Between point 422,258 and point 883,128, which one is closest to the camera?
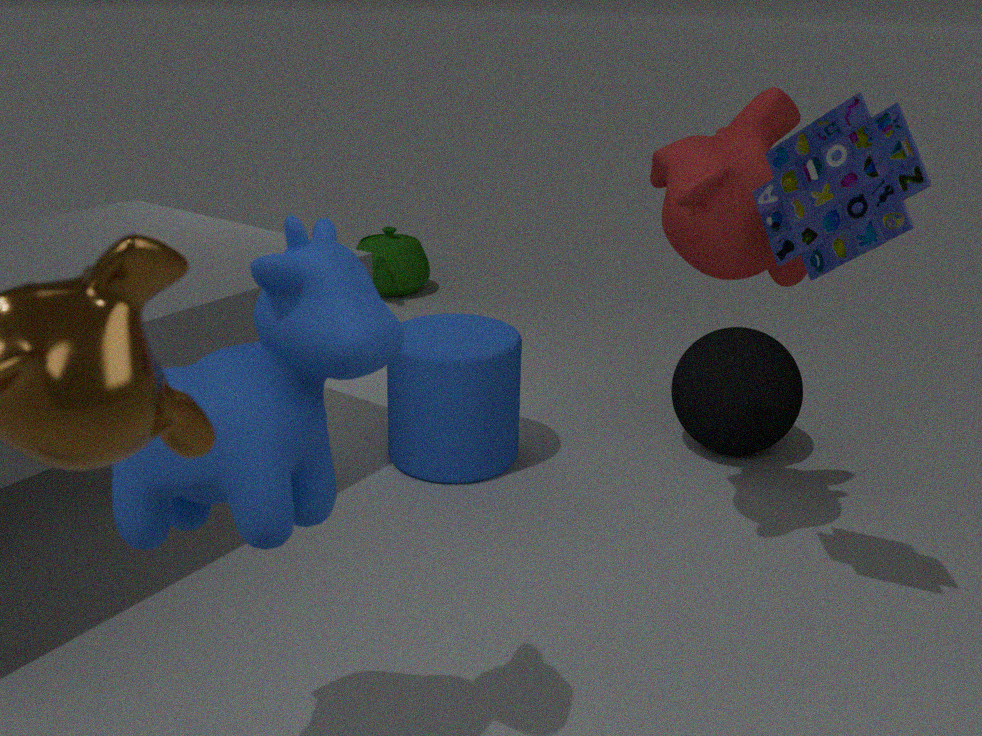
point 883,128
